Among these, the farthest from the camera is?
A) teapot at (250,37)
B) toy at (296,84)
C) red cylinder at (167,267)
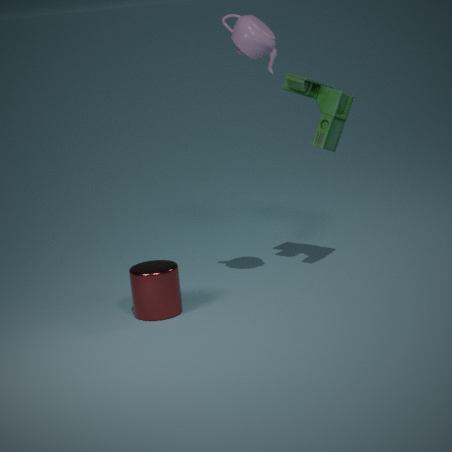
toy at (296,84)
